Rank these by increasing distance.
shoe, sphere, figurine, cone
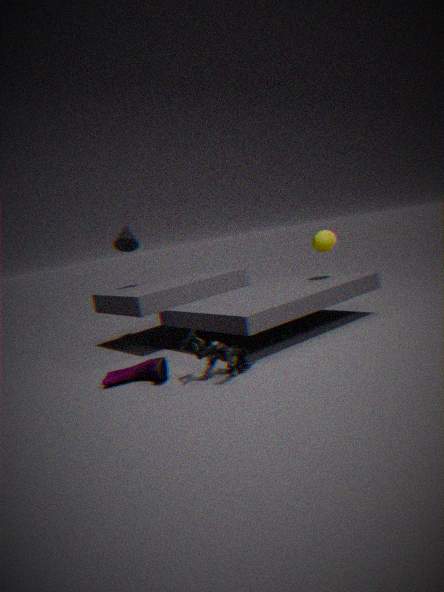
figurine
shoe
sphere
cone
